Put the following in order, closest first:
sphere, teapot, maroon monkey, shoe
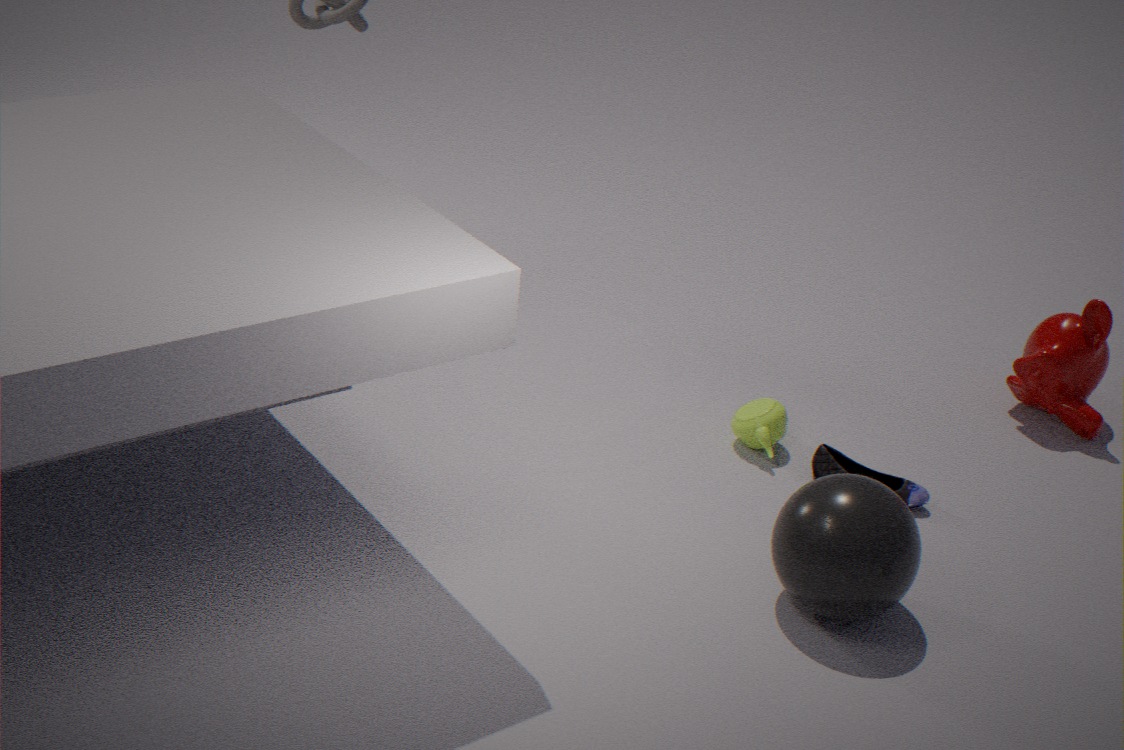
1. sphere
2. shoe
3. teapot
4. maroon monkey
